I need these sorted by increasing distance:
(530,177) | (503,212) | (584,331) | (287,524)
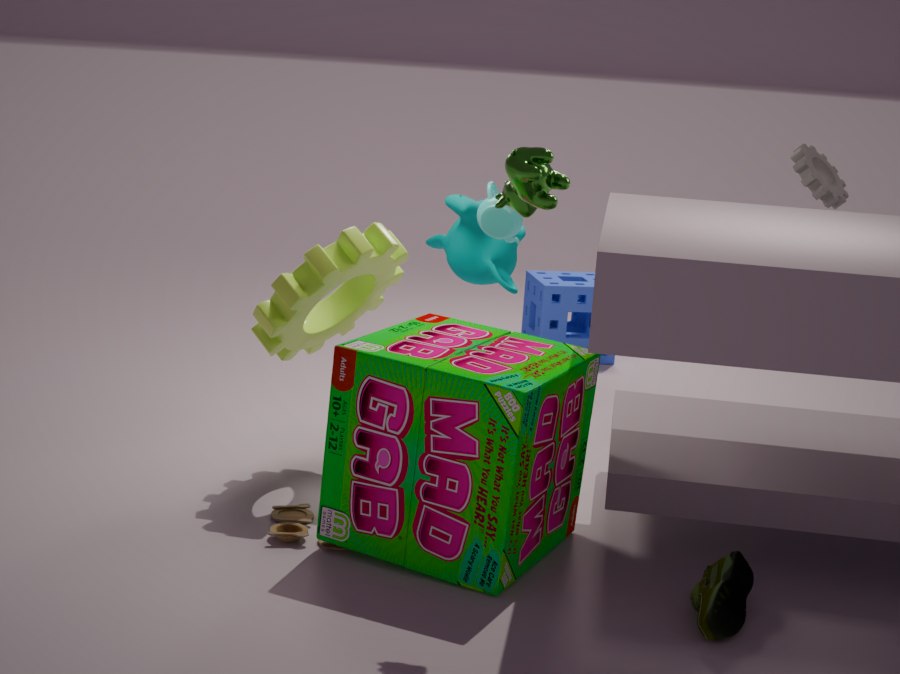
(530,177) < (287,524) < (503,212) < (584,331)
